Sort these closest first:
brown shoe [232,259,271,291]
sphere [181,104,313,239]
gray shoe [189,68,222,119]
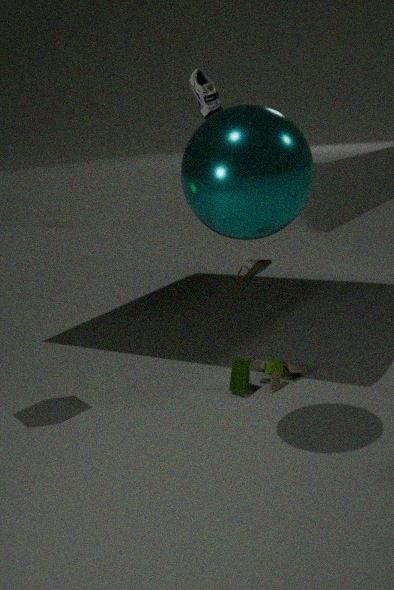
sphere [181,104,313,239] < gray shoe [189,68,222,119] < brown shoe [232,259,271,291]
